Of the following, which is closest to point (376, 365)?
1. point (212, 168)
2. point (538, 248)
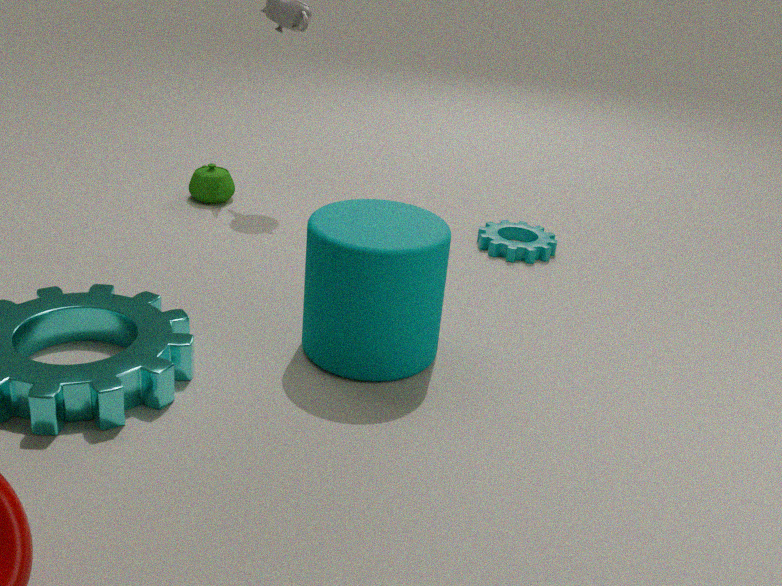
point (538, 248)
